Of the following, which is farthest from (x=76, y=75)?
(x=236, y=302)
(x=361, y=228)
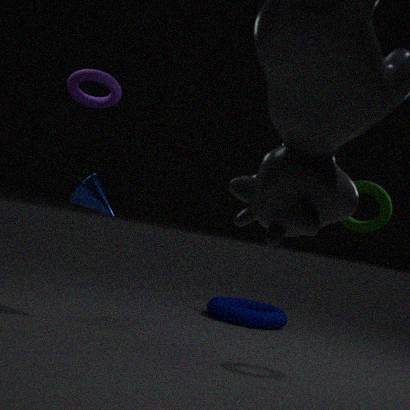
(x=236, y=302)
